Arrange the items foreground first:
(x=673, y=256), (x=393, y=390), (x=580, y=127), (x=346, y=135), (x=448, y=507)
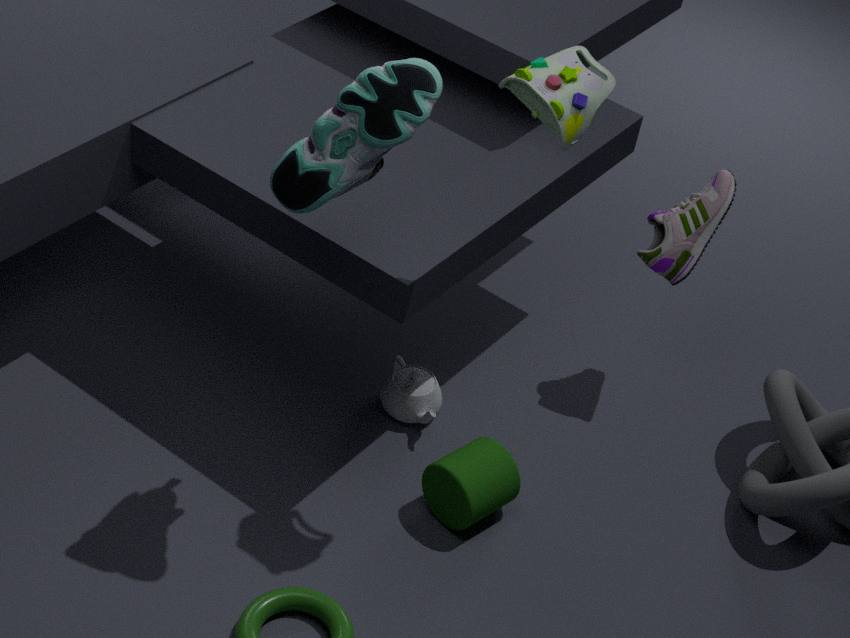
(x=346, y=135)
(x=580, y=127)
(x=448, y=507)
(x=673, y=256)
(x=393, y=390)
